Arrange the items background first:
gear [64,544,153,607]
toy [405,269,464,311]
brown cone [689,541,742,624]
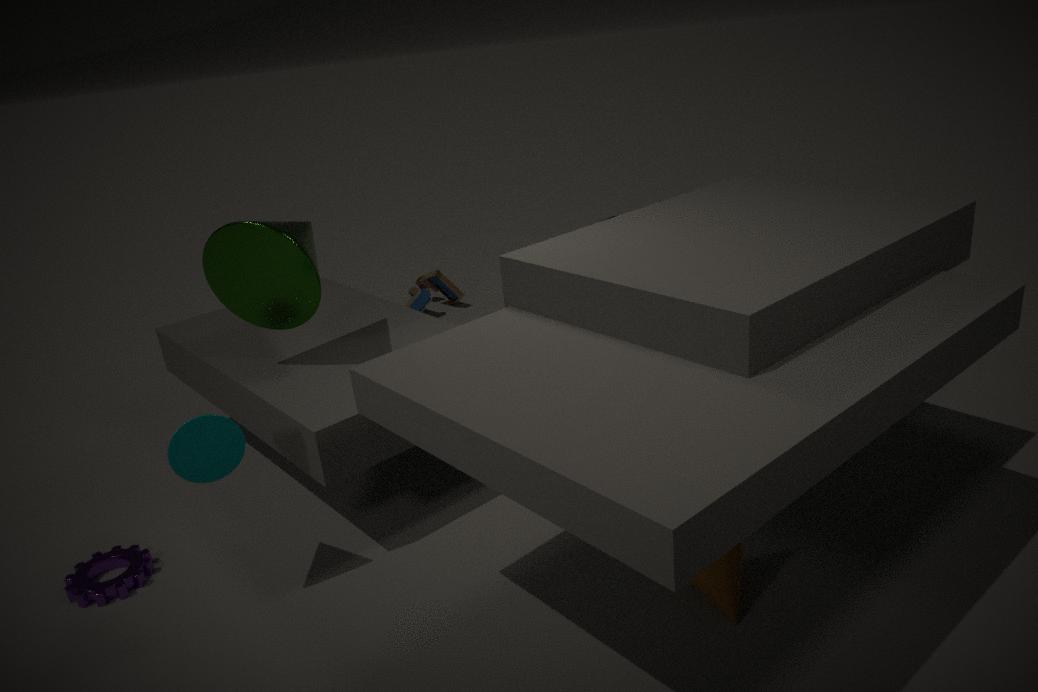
toy [405,269,464,311] < gear [64,544,153,607] < brown cone [689,541,742,624]
